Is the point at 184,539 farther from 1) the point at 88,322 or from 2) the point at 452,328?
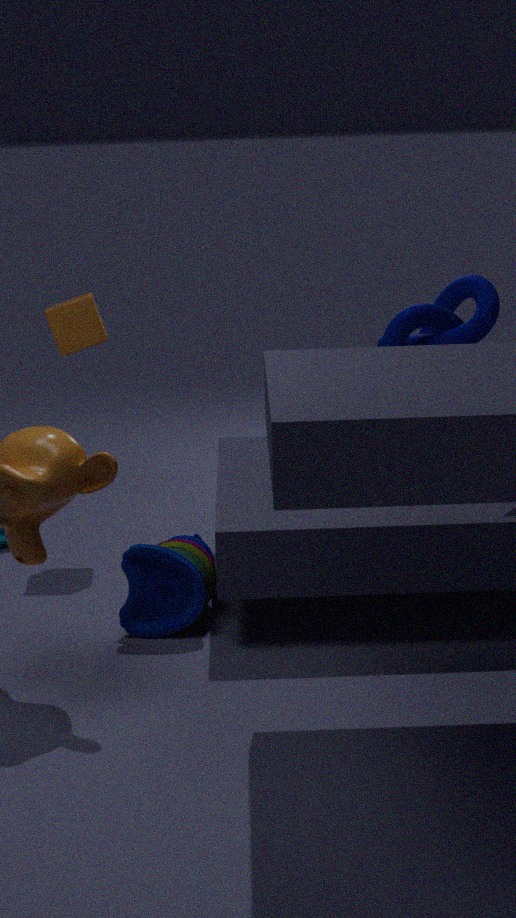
2) the point at 452,328
